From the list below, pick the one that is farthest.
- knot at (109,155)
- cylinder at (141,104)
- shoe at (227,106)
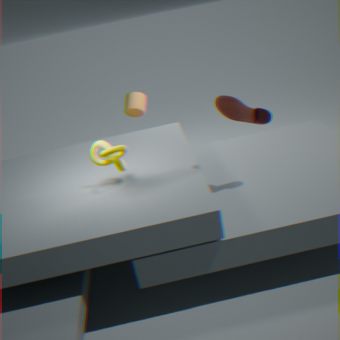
cylinder at (141,104)
